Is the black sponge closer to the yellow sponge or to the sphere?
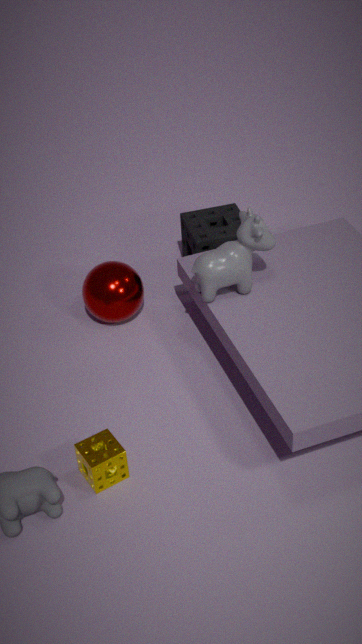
the sphere
